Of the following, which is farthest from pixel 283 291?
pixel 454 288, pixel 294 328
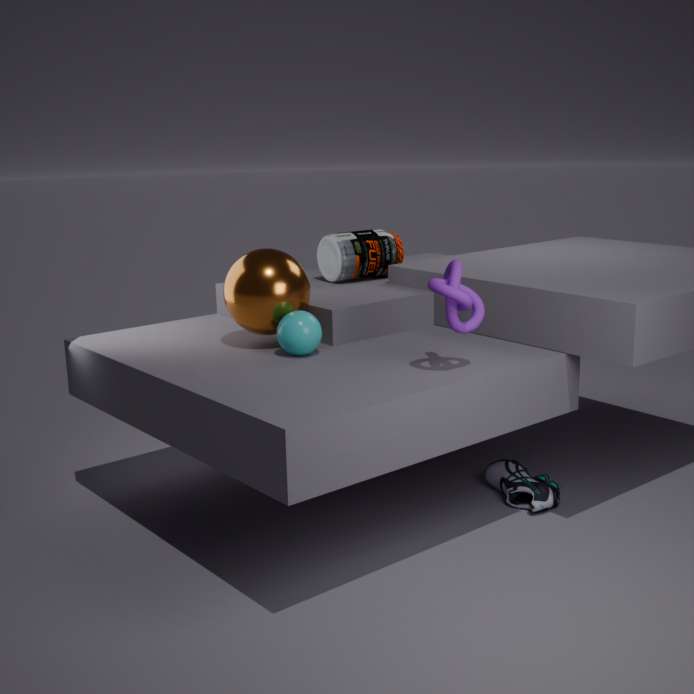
pixel 454 288
